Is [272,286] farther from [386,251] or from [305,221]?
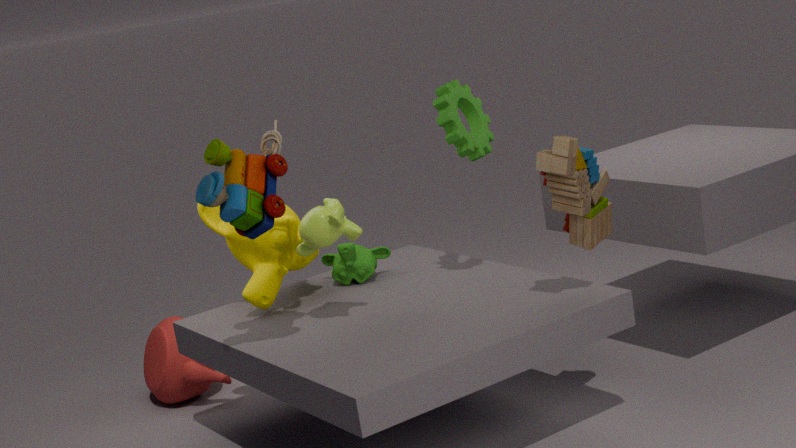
[305,221]
